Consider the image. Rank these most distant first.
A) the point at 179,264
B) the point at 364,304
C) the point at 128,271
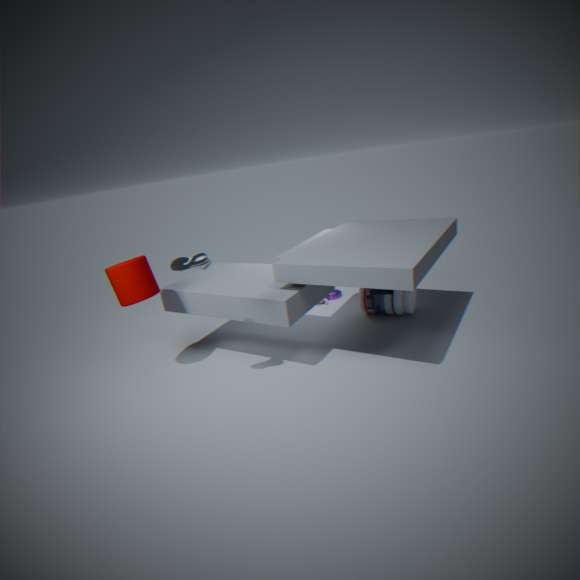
the point at 364,304 → the point at 128,271 → the point at 179,264
